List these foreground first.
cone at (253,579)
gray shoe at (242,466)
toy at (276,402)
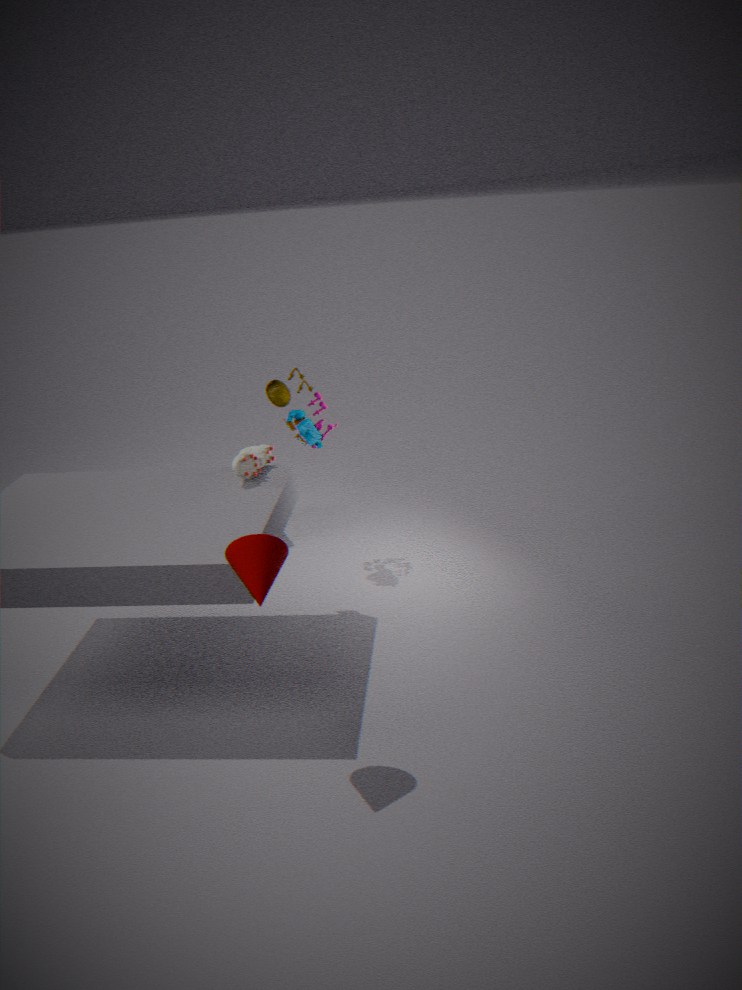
1. cone at (253,579)
2. gray shoe at (242,466)
3. toy at (276,402)
